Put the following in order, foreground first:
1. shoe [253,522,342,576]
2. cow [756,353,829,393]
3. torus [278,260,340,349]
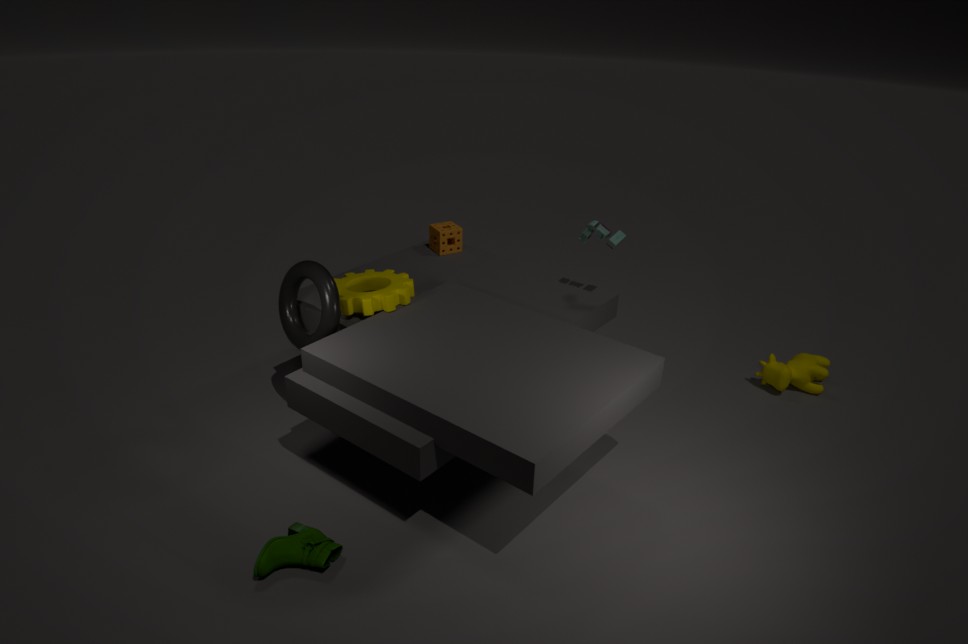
shoe [253,522,342,576] < torus [278,260,340,349] < cow [756,353,829,393]
